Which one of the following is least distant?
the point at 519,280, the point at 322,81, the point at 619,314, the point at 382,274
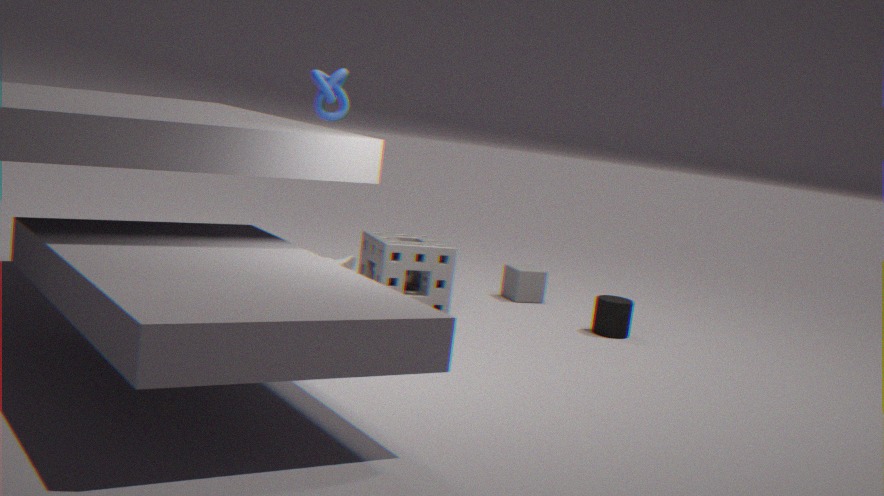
the point at 382,274
